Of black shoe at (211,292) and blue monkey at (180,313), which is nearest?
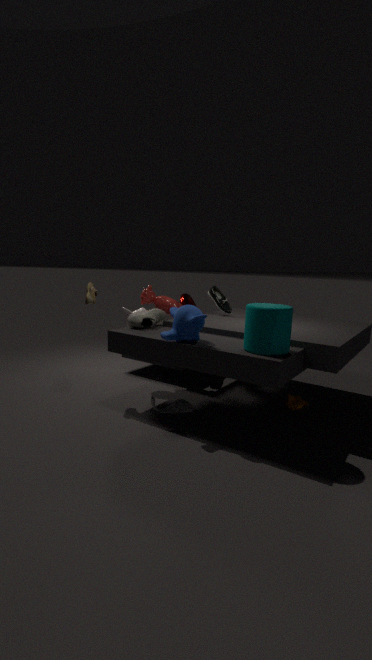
blue monkey at (180,313)
